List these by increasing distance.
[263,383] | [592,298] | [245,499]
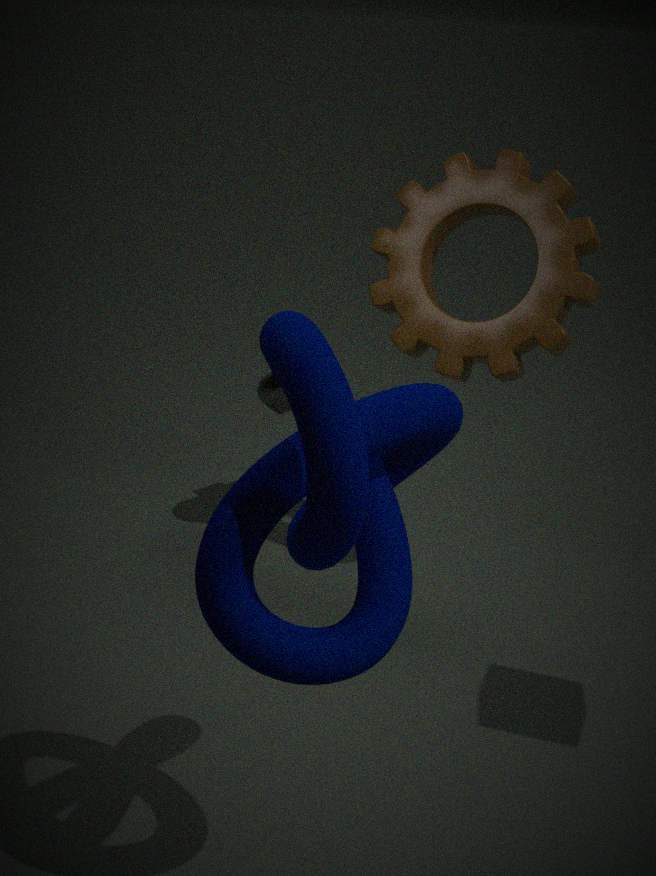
1. [245,499]
2. [592,298]
3. [263,383]
